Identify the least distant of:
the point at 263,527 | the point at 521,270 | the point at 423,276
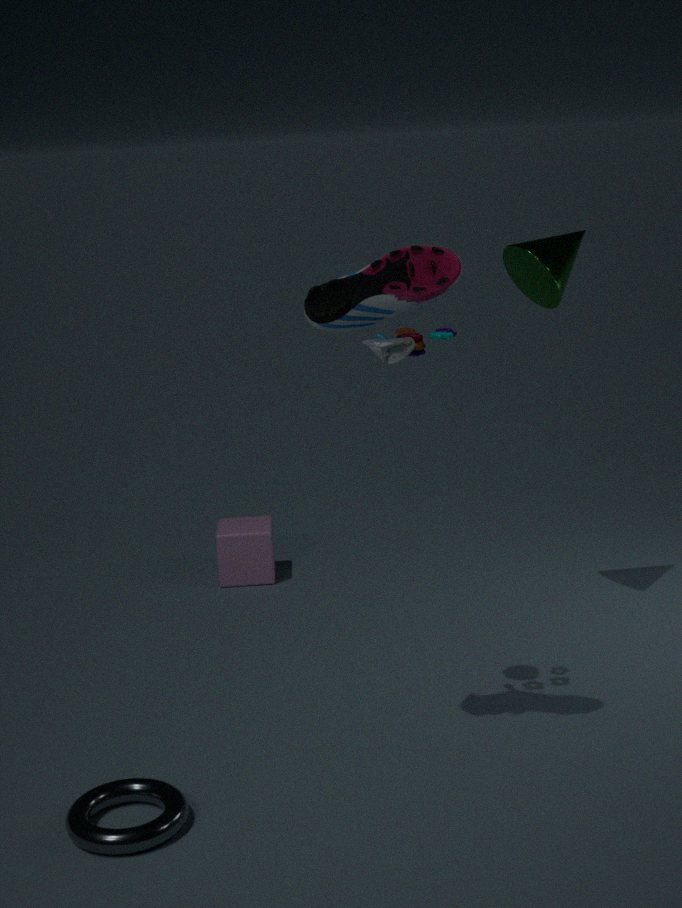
the point at 423,276
